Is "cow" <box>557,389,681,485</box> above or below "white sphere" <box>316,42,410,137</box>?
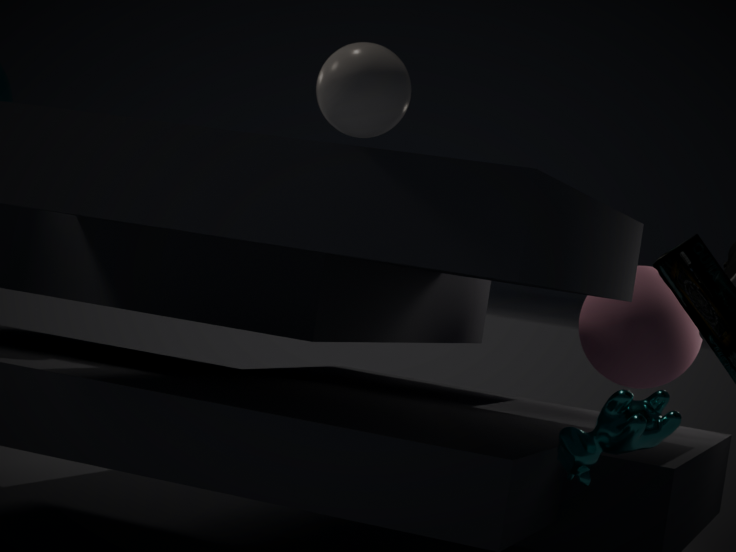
below
